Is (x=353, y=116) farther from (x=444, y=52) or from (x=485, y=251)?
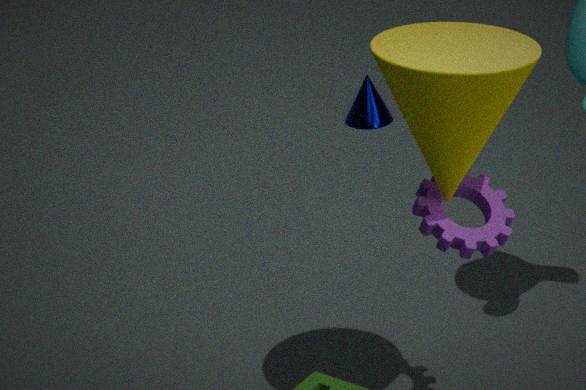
(x=444, y=52)
